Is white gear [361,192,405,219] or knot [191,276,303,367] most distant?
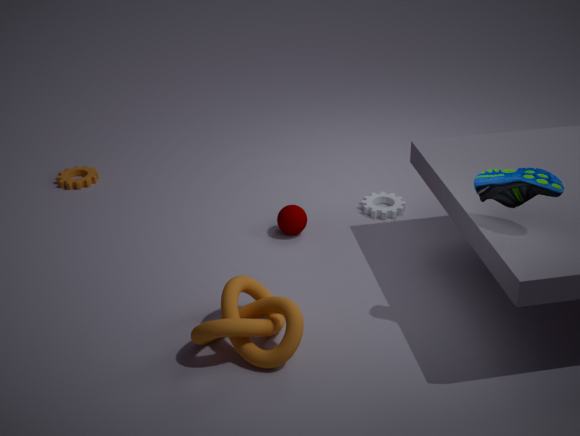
white gear [361,192,405,219]
